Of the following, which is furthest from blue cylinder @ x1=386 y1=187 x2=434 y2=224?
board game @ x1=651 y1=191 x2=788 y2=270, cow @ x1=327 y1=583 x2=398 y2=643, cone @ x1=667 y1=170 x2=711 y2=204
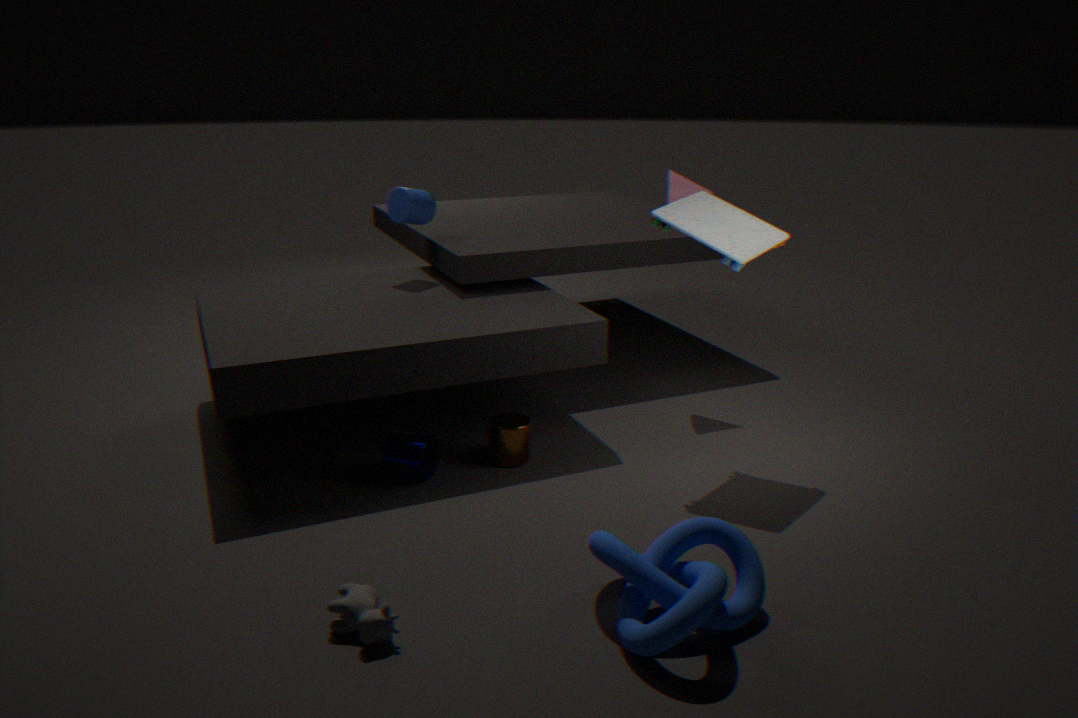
cow @ x1=327 y1=583 x2=398 y2=643
